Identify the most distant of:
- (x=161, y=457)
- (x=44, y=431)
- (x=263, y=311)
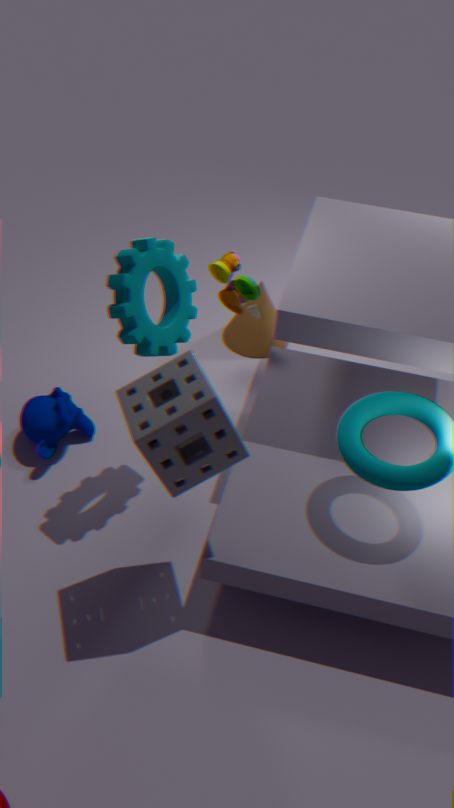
(x=263, y=311)
